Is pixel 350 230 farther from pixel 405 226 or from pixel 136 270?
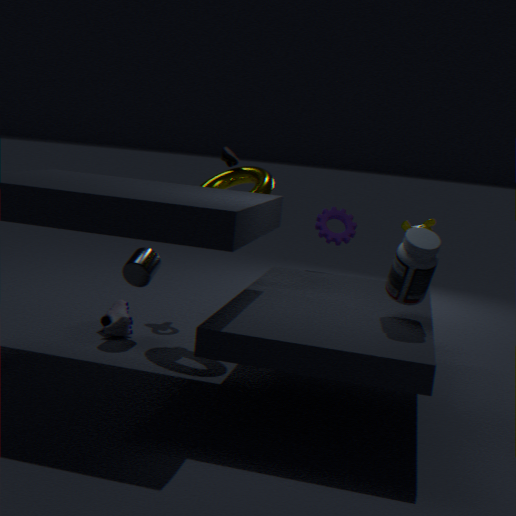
pixel 136 270
